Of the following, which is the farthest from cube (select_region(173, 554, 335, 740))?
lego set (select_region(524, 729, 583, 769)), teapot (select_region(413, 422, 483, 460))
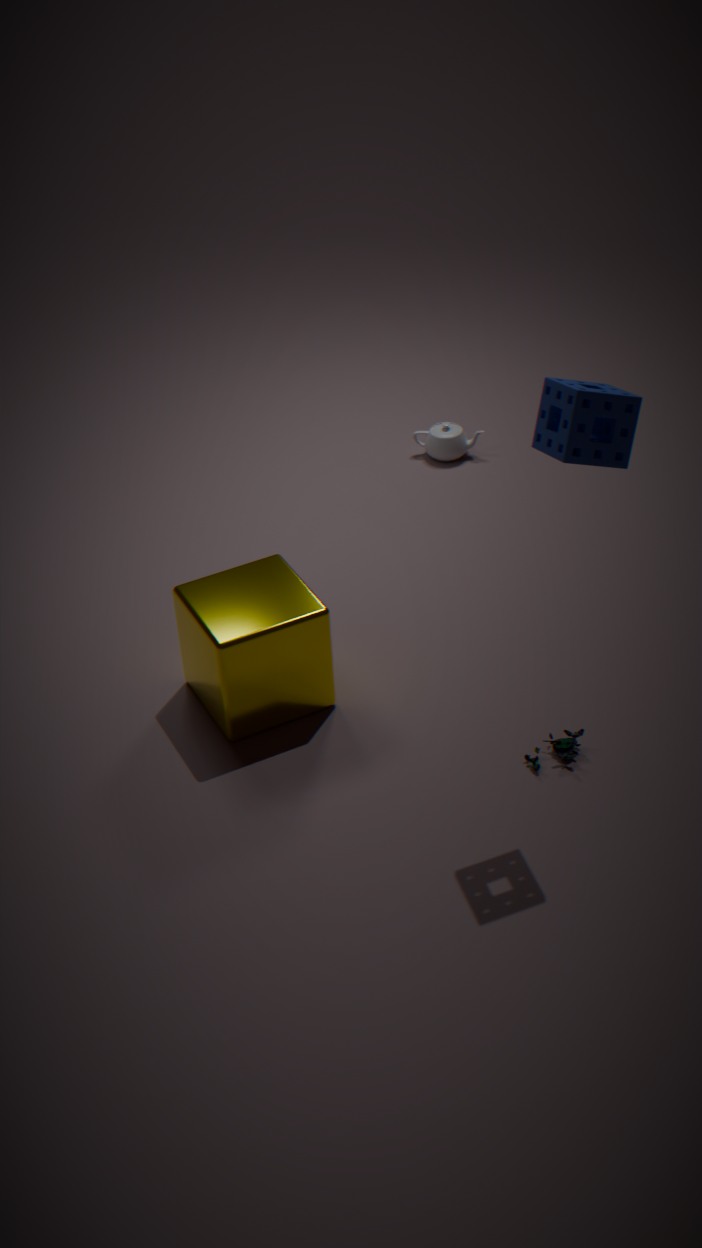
teapot (select_region(413, 422, 483, 460))
